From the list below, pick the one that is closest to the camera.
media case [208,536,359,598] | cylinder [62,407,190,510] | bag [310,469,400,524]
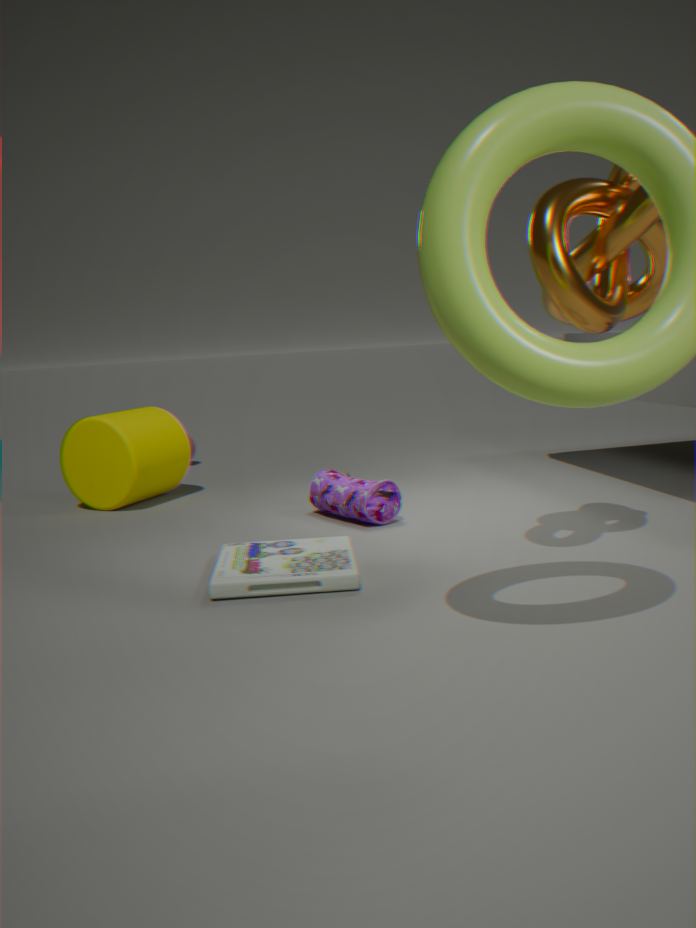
media case [208,536,359,598]
